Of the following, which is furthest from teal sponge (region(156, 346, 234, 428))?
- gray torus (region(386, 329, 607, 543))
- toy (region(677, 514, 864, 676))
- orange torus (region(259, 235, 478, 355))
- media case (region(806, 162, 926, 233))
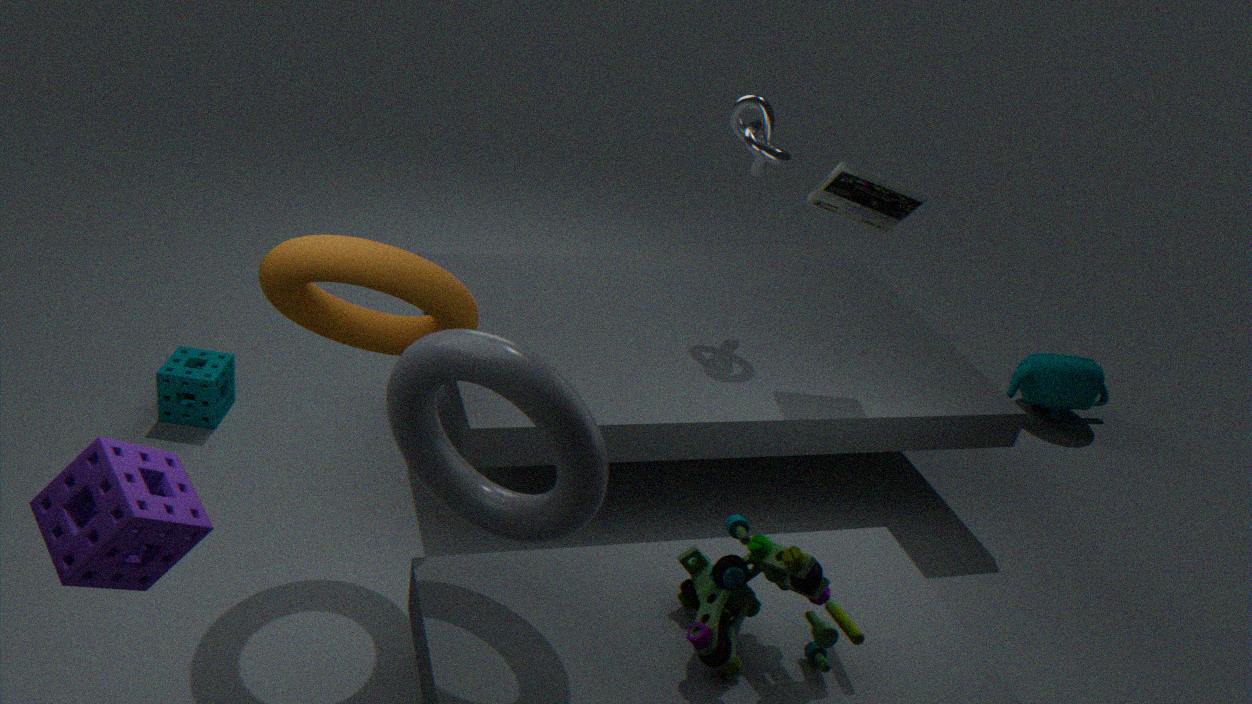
media case (region(806, 162, 926, 233))
